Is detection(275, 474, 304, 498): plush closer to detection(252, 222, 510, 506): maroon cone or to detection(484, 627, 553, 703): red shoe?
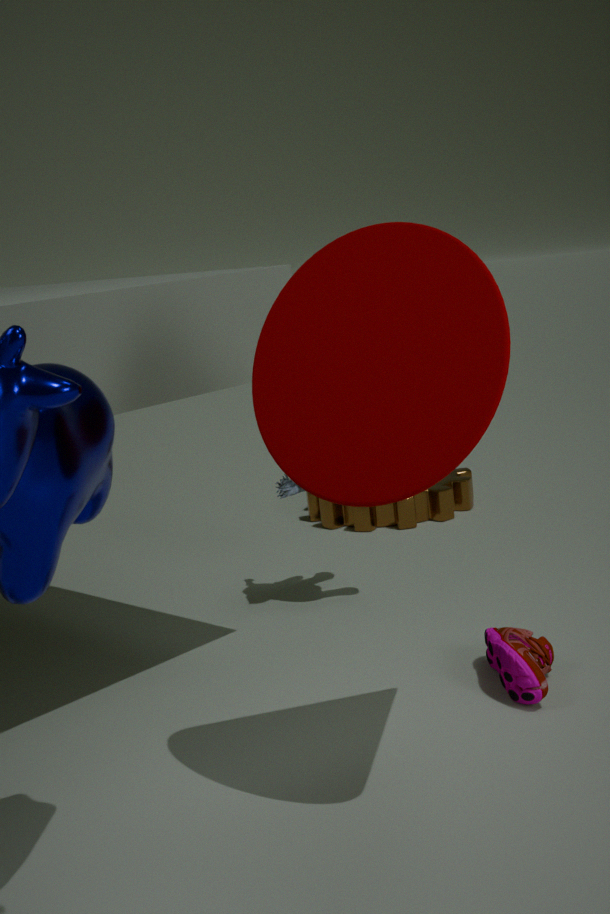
detection(484, 627, 553, 703): red shoe
